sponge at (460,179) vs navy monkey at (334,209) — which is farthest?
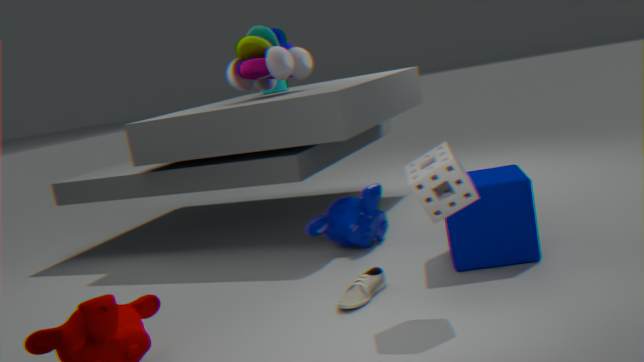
navy monkey at (334,209)
